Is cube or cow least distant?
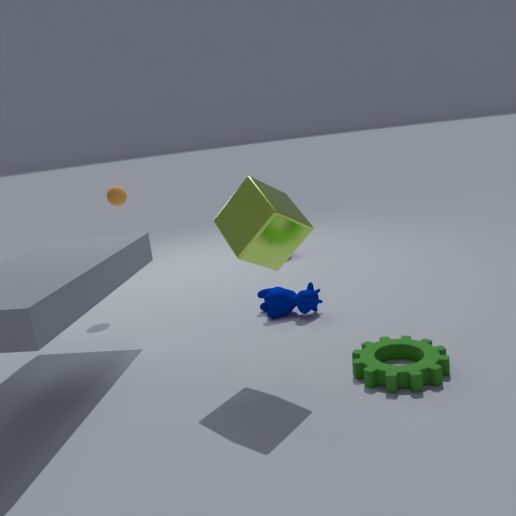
cube
